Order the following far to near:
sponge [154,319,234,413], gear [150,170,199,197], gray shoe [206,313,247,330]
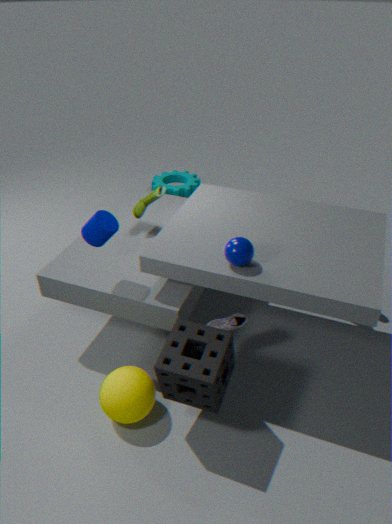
1. gear [150,170,199,197]
2. gray shoe [206,313,247,330]
3. sponge [154,319,234,413]
